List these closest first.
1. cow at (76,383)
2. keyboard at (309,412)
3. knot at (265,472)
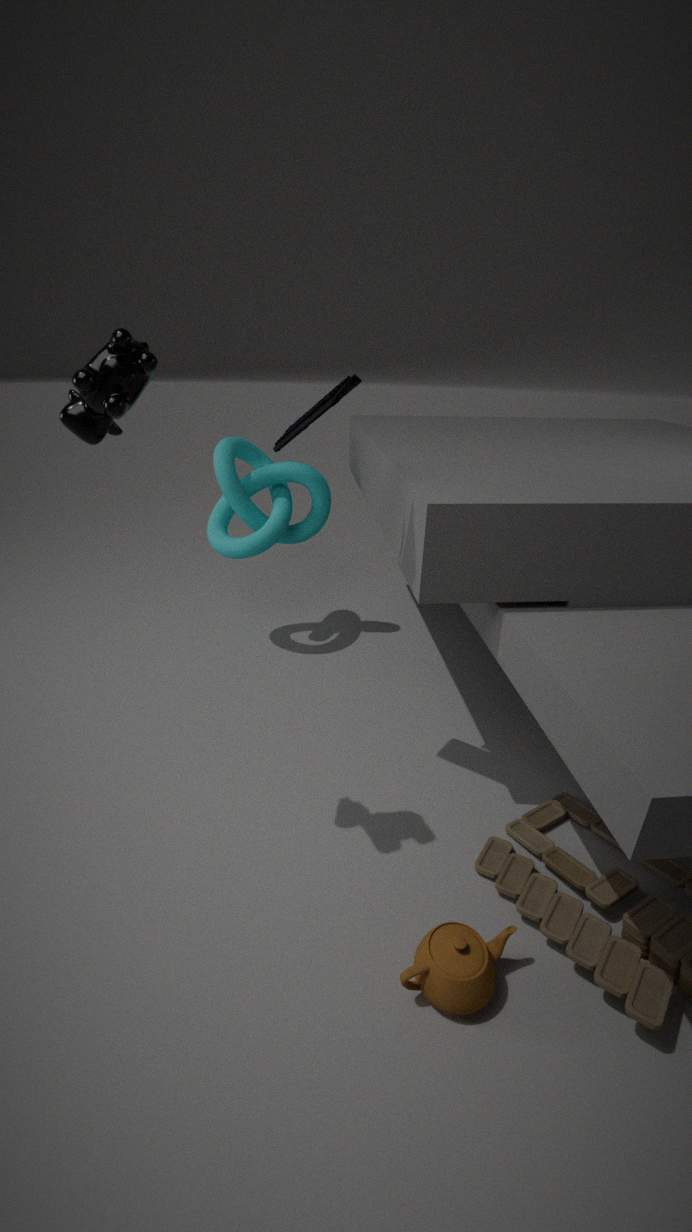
cow at (76,383), keyboard at (309,412), knot at (265,472)
